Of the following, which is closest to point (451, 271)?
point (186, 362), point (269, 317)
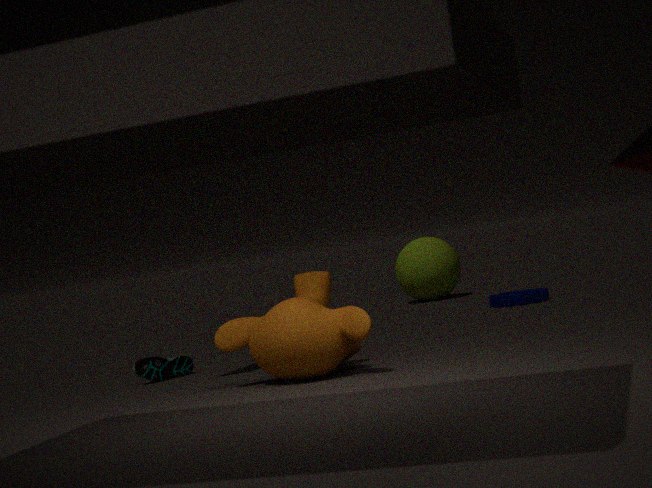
point (186, 362)
